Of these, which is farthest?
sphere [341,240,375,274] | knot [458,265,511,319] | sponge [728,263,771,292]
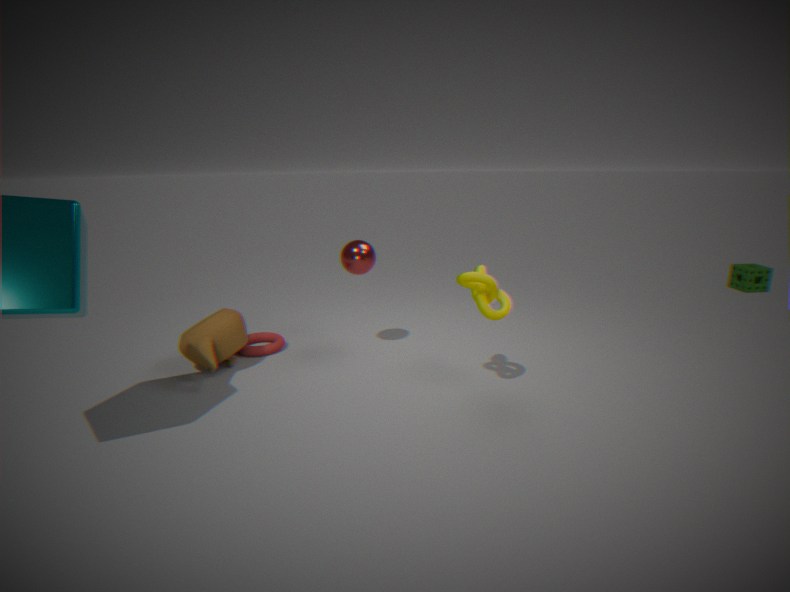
sponge [728,263,771,292]
